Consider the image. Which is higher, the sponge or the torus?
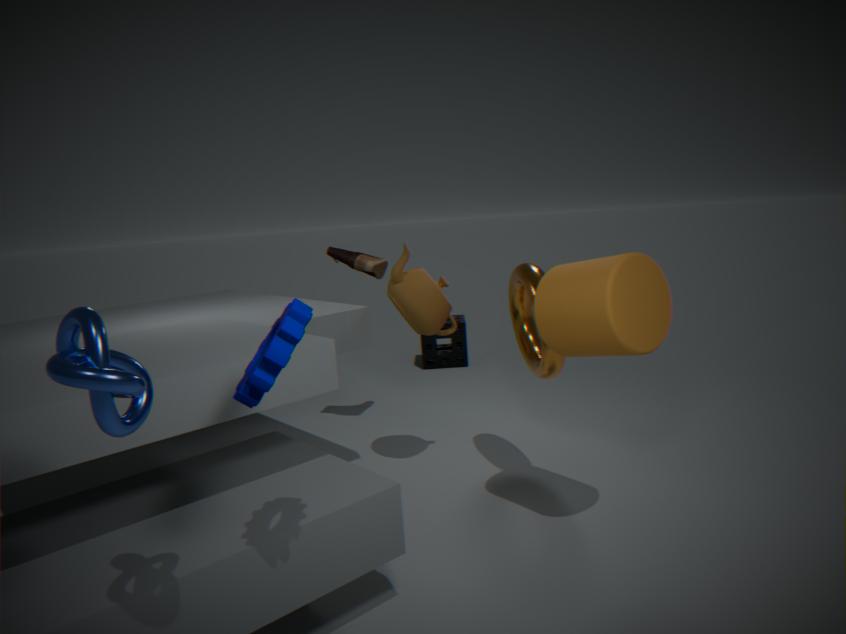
the torus
